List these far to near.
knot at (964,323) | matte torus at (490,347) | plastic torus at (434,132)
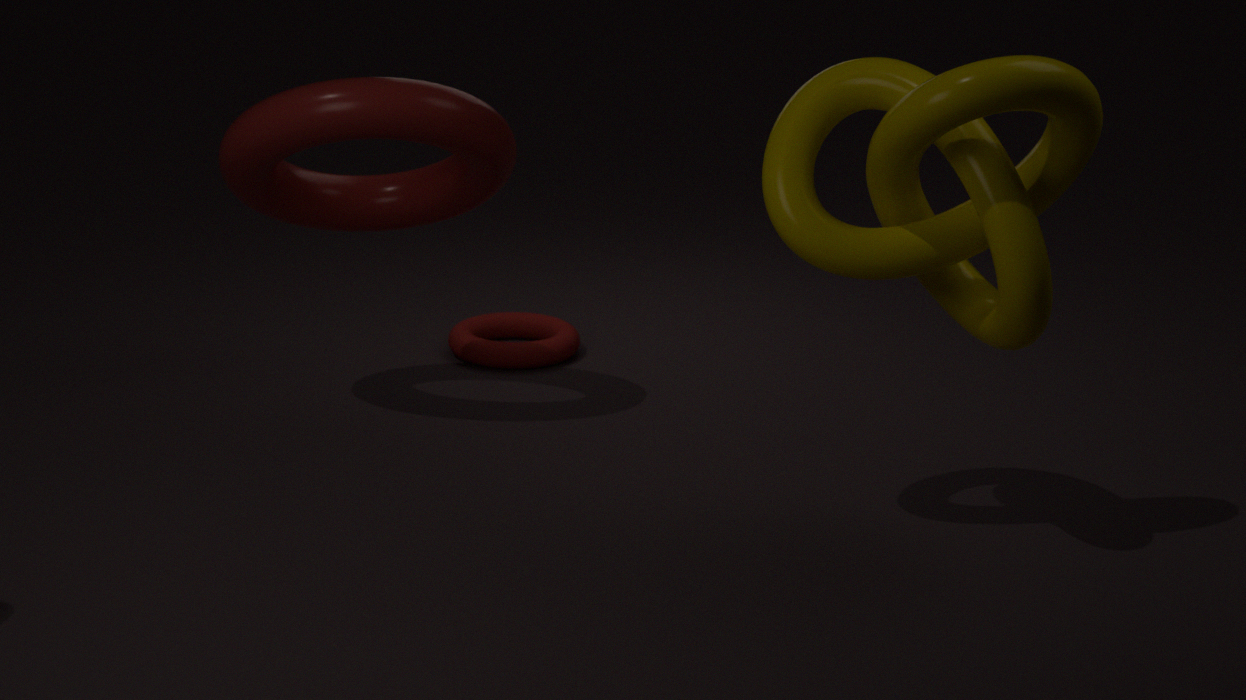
matte torus at (490,347)
plastic torus at (434,132)
knot at (964,323)
